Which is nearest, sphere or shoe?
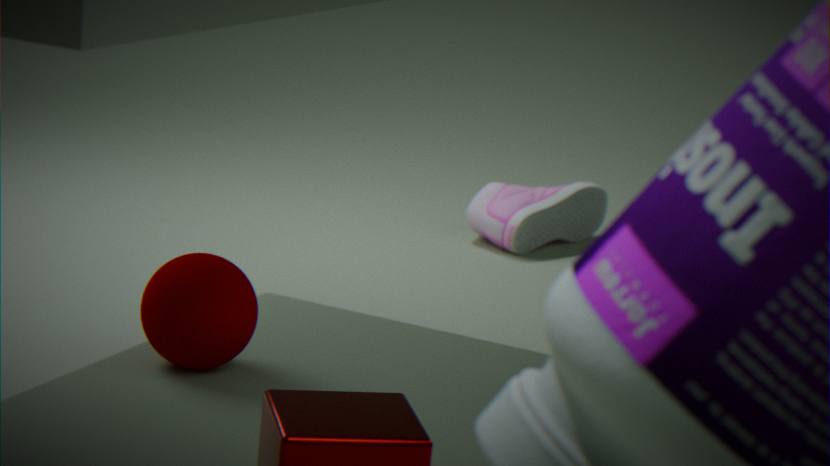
sphere
